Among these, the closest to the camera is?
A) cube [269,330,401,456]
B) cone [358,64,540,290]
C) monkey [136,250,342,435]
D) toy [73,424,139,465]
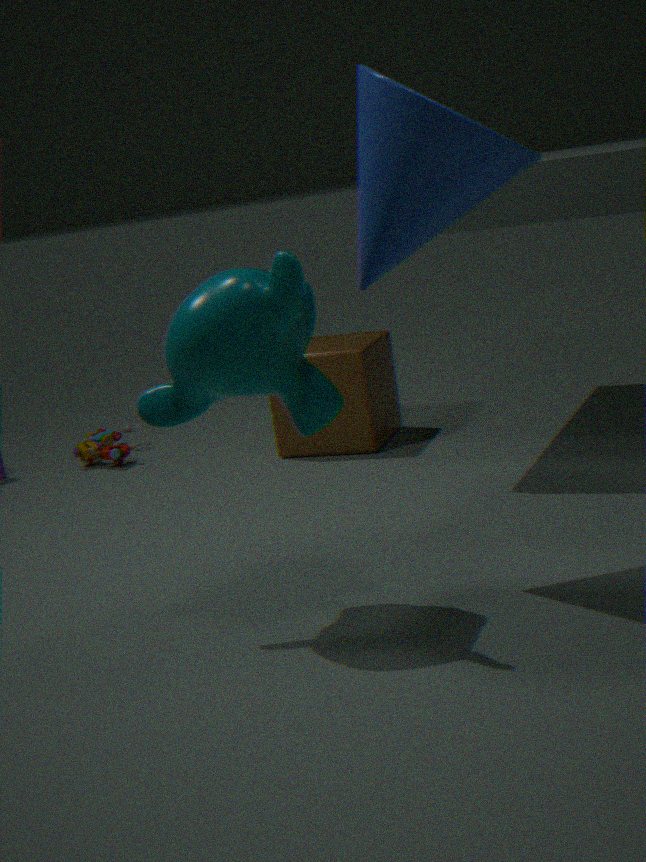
cone [358,64,540,290]
